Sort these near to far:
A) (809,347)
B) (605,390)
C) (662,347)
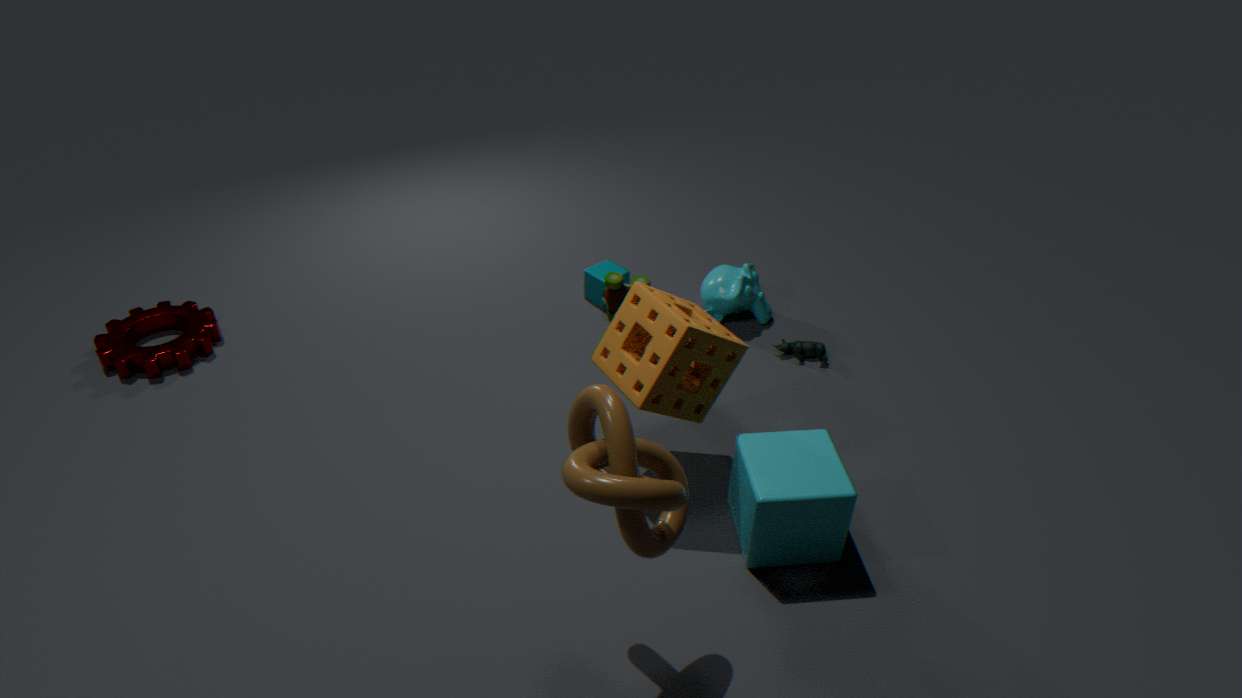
(605,390) → (662,347) → (809,347)
